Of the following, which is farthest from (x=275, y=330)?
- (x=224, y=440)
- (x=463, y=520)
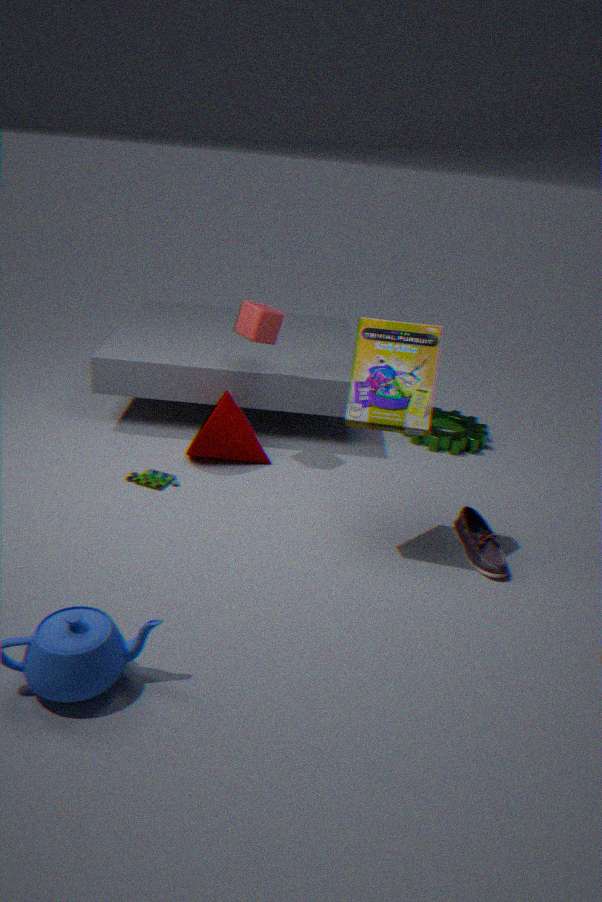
(x=463, y=520)
